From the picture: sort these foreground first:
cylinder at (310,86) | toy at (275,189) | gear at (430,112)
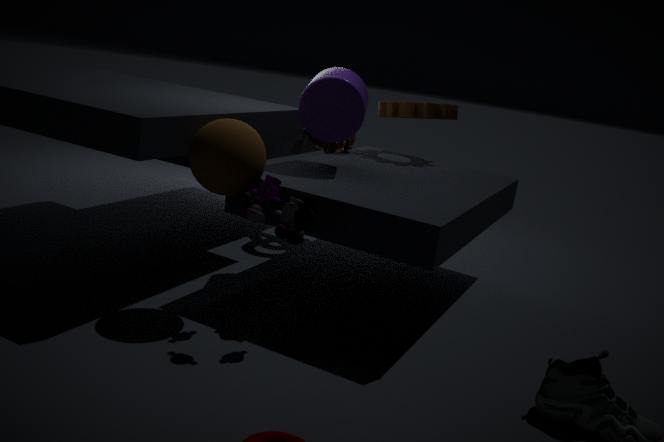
toy at (275,189), cylinder at (310,86), gear at (430,112)
